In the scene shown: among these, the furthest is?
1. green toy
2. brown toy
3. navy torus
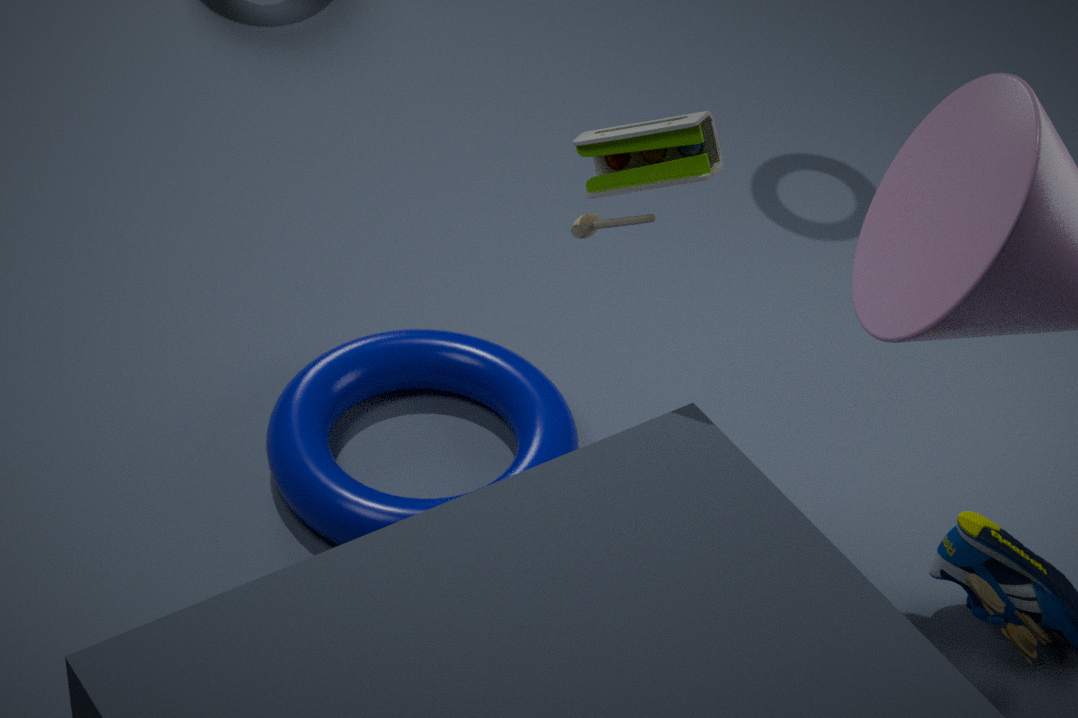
navy torus
